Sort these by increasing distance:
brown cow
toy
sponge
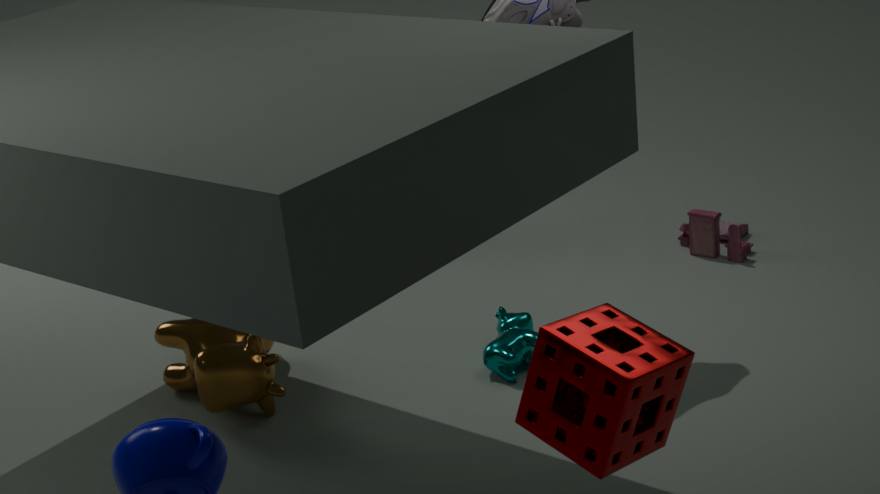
1. sponge
2. brown cow
3. toy
